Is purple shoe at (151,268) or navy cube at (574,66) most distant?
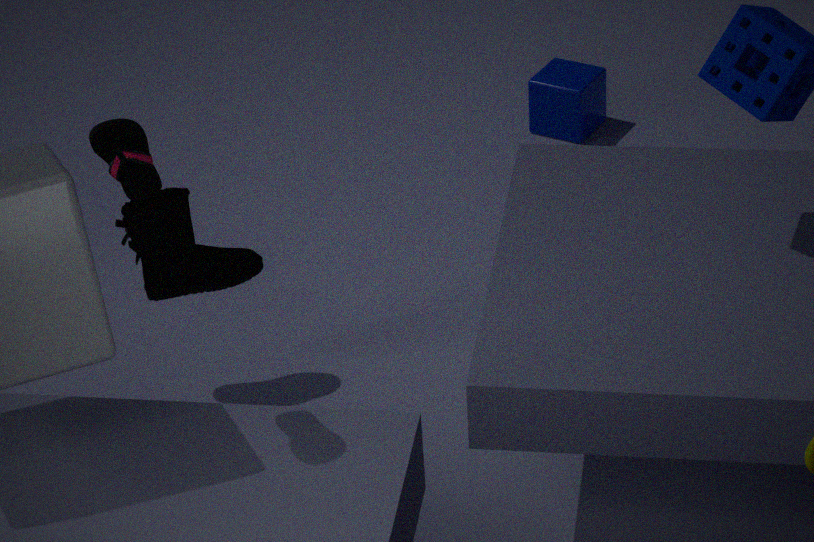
navy cube at (574,66)
